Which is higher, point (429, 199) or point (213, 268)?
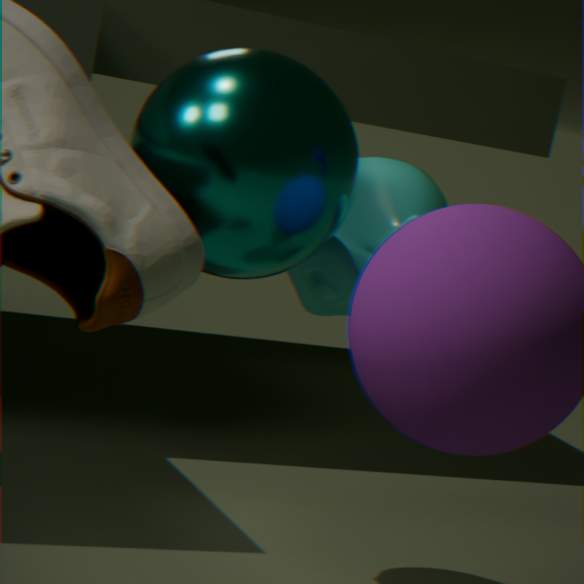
point (213, 268)
